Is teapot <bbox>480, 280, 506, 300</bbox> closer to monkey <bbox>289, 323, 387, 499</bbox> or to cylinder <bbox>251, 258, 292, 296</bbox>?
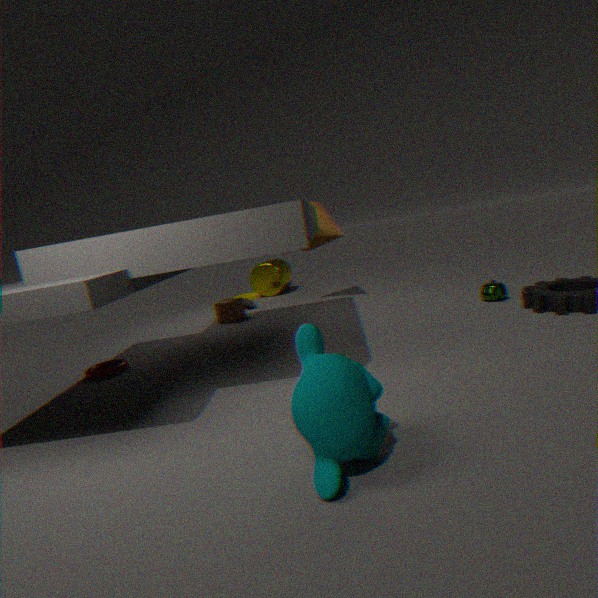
monkey <bbox>289, 323, 387, 499</bbox>
